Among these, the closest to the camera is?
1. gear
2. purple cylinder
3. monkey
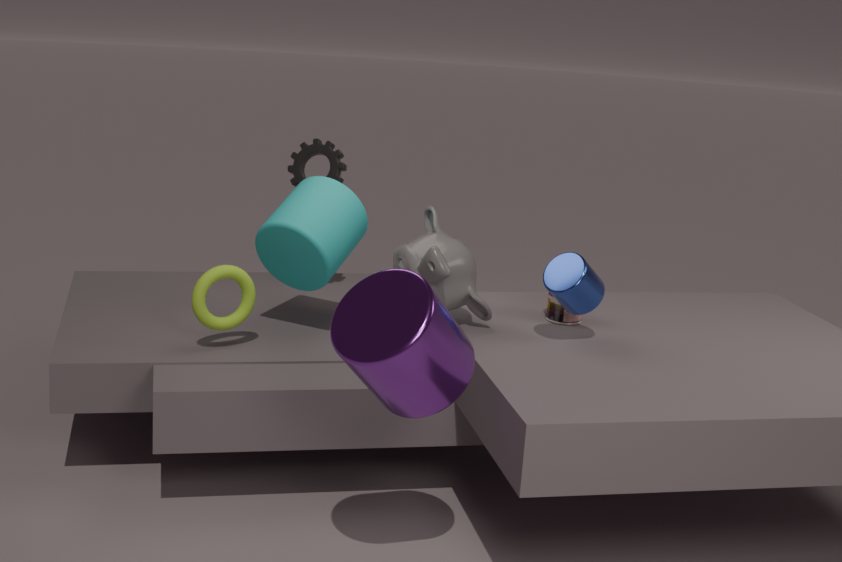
purple cylinder
